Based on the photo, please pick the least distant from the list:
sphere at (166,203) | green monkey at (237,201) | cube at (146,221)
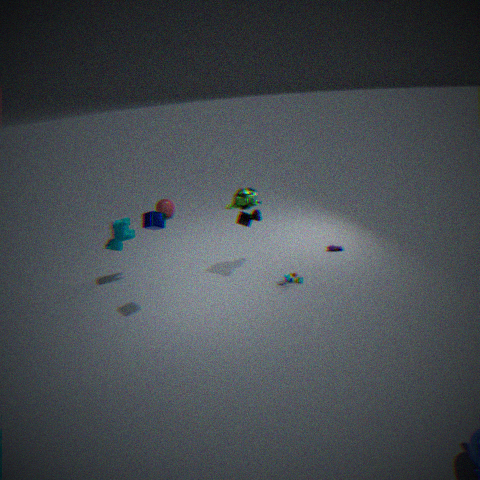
cube at (146,221)
